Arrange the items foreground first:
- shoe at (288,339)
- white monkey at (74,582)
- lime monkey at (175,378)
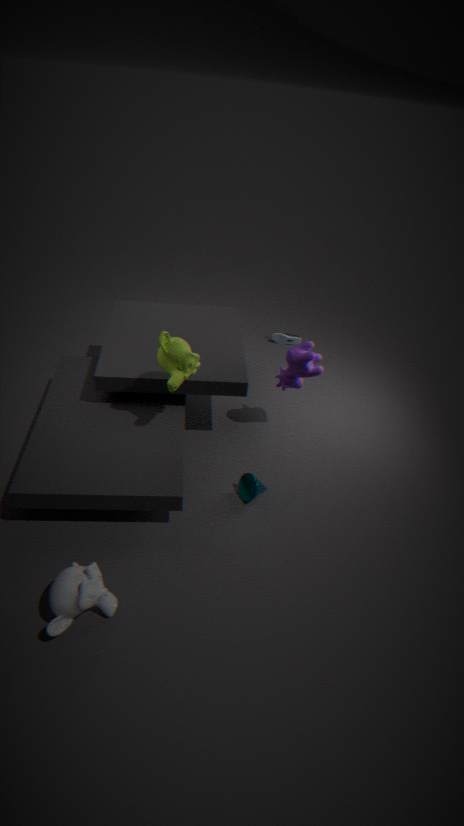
1. white monkey at (74,582)
2. lime monkey at (175,378)
3. shoe at (288,339)
